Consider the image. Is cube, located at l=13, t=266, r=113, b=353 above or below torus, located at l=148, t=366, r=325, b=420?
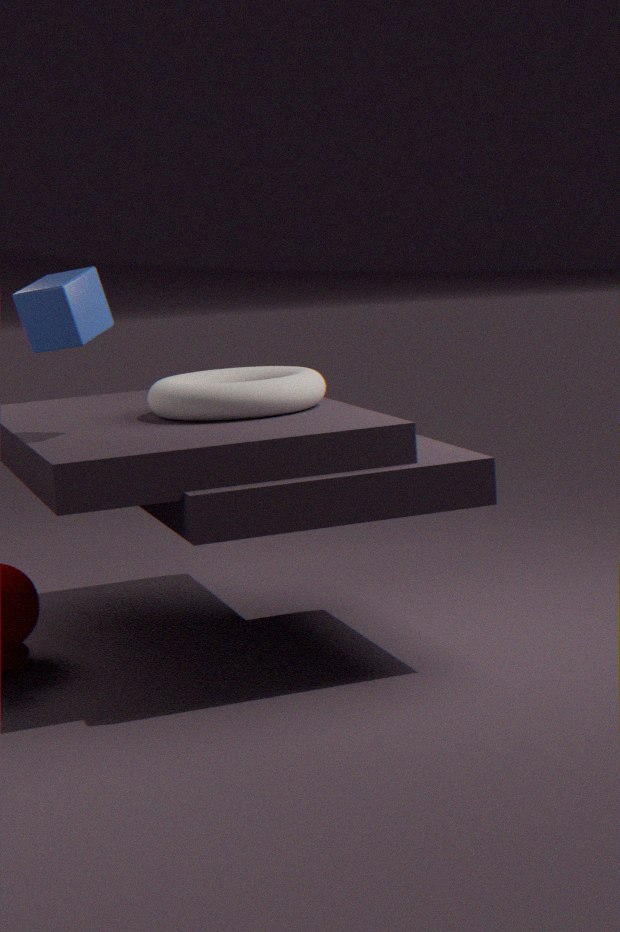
above
